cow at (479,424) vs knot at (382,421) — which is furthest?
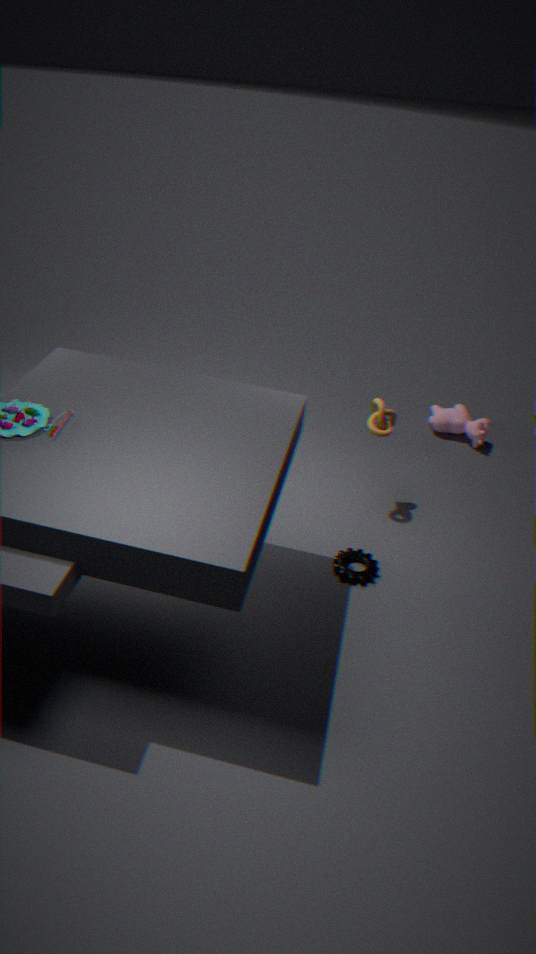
cow at (479,424)
